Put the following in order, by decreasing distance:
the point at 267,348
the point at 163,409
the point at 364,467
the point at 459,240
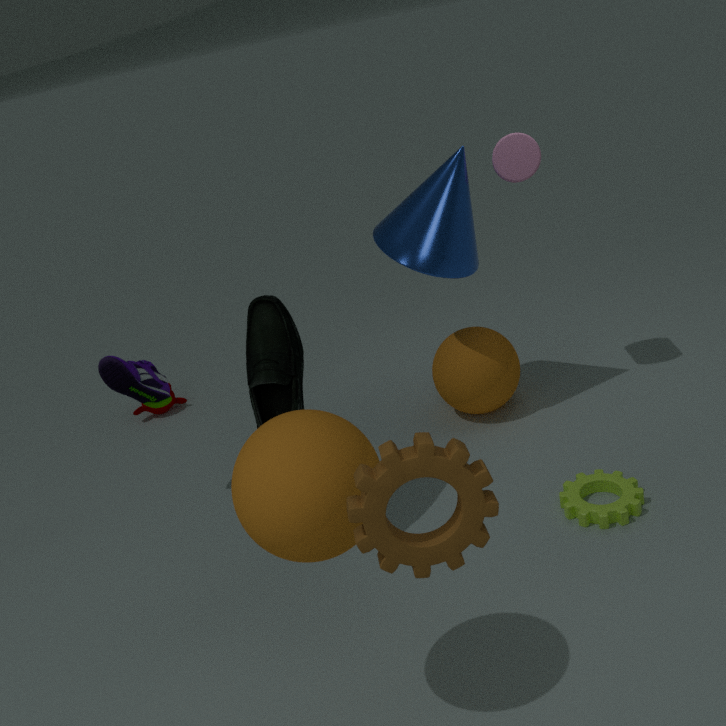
the point at 163,409
the point at 459,240
the point at 267,348
the point at 364,467
